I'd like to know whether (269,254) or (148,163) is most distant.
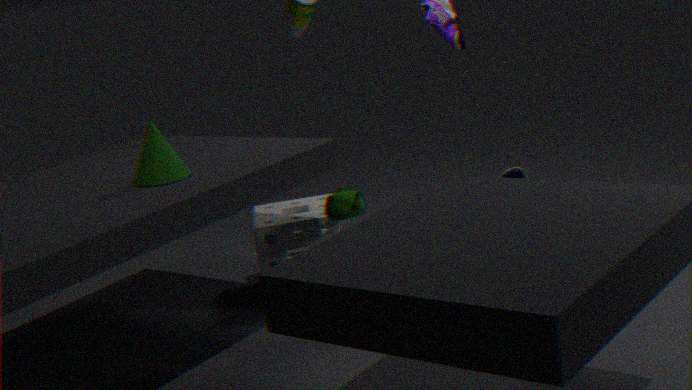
(269,254)
